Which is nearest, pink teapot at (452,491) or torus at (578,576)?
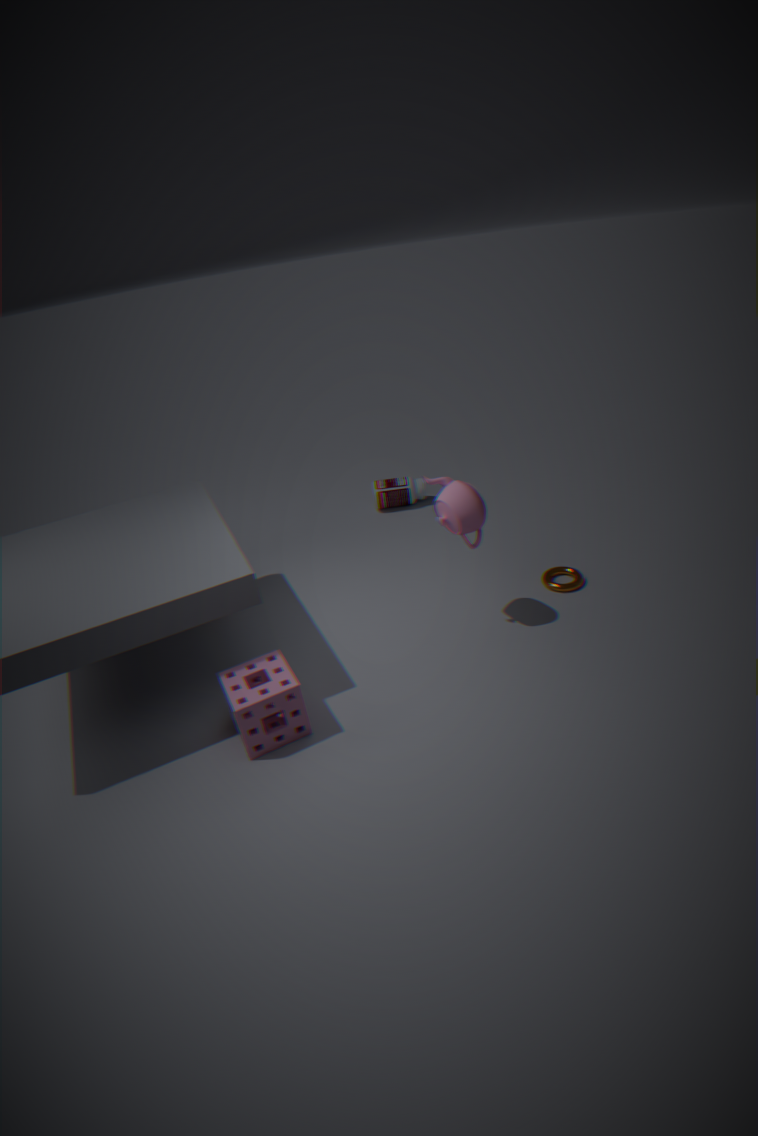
pink teapot at (452,491)
